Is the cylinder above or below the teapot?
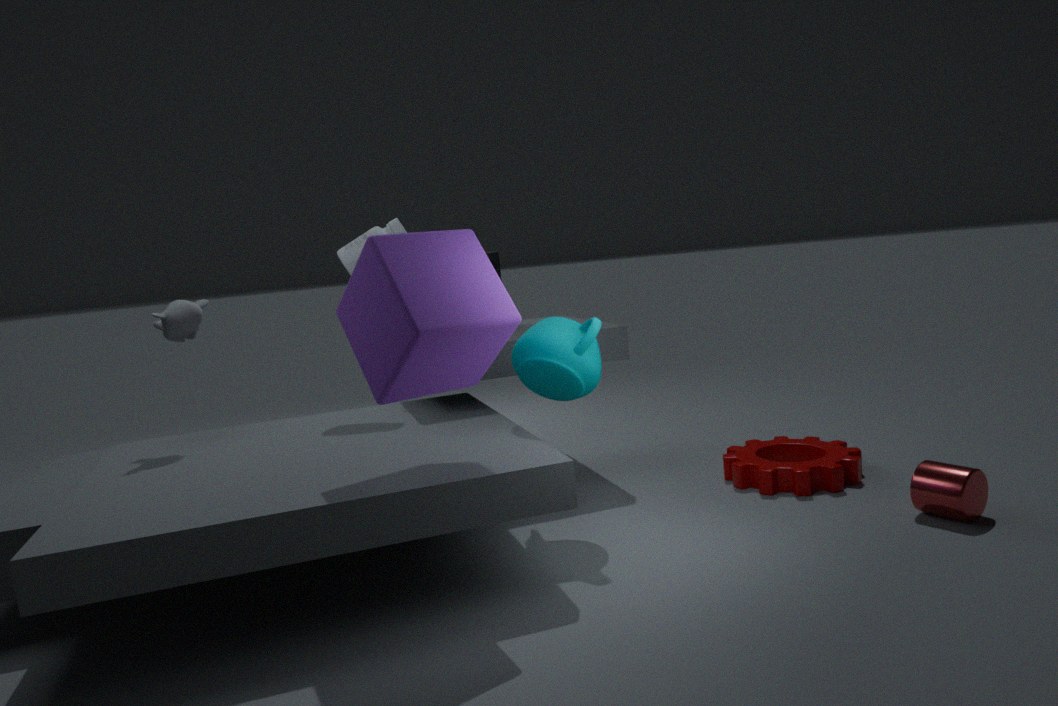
below
